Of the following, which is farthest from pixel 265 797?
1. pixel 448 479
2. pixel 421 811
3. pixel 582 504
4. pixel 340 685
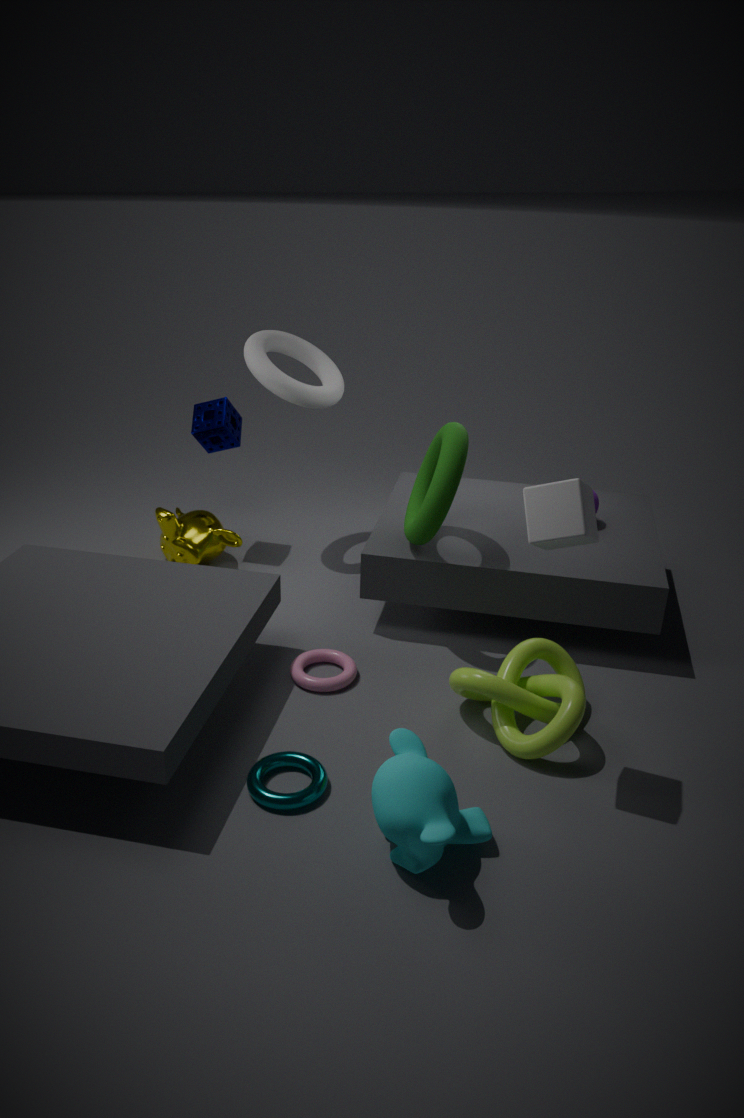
pixel 448 479
